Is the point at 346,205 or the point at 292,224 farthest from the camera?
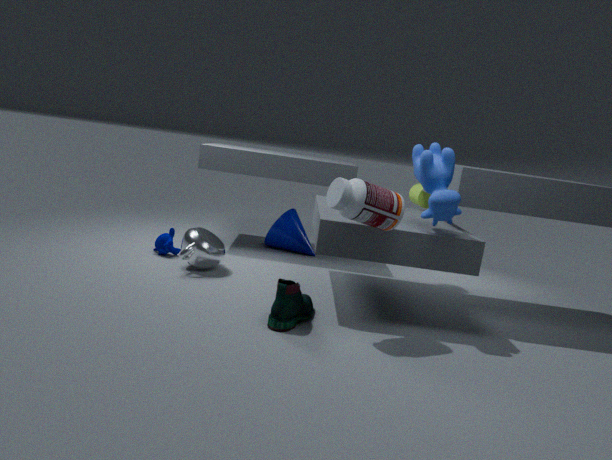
the point at 292,224
